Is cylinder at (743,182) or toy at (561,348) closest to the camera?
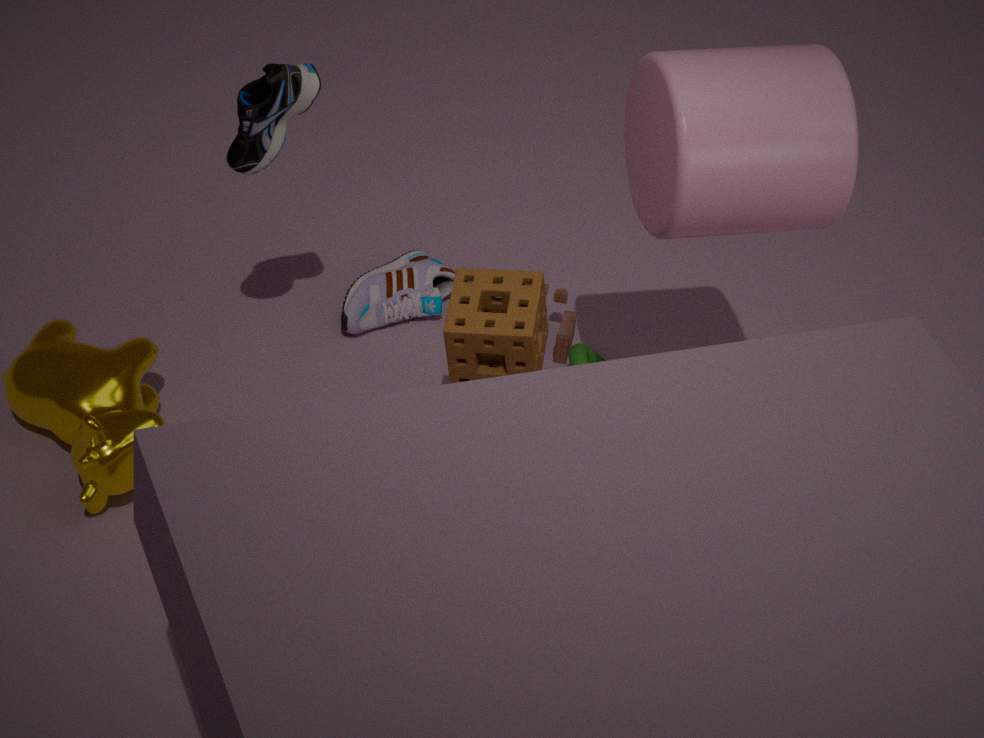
cylinder at (743,182)
